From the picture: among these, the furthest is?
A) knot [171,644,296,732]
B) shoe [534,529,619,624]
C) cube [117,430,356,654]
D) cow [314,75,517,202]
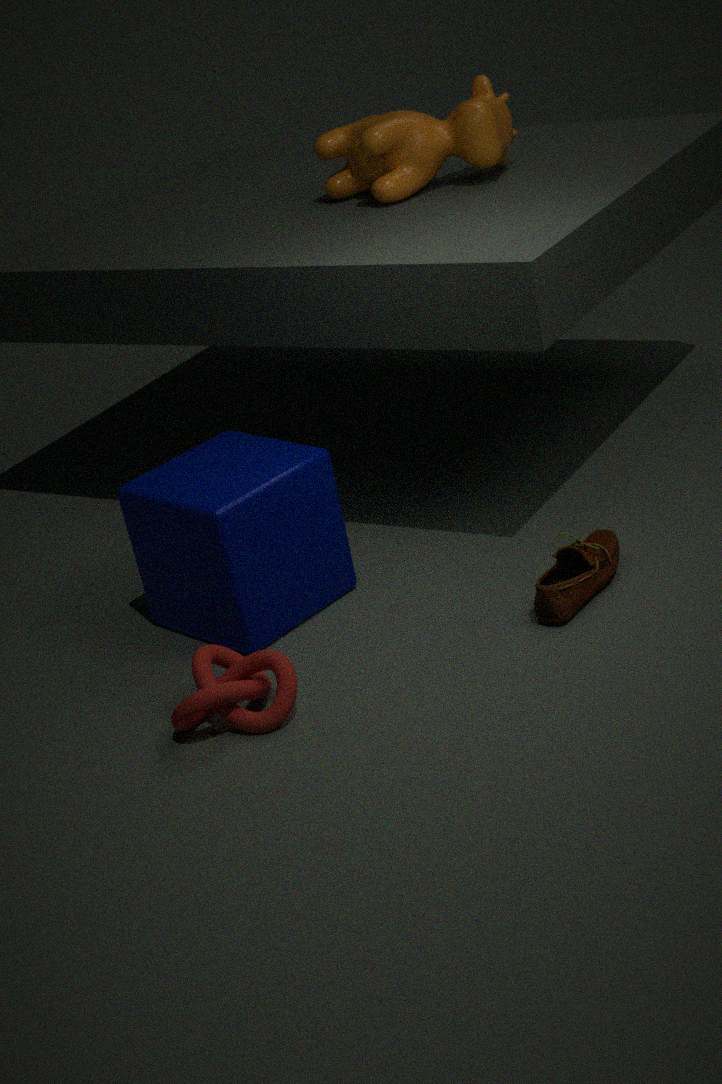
cow [314,75,517,202]
